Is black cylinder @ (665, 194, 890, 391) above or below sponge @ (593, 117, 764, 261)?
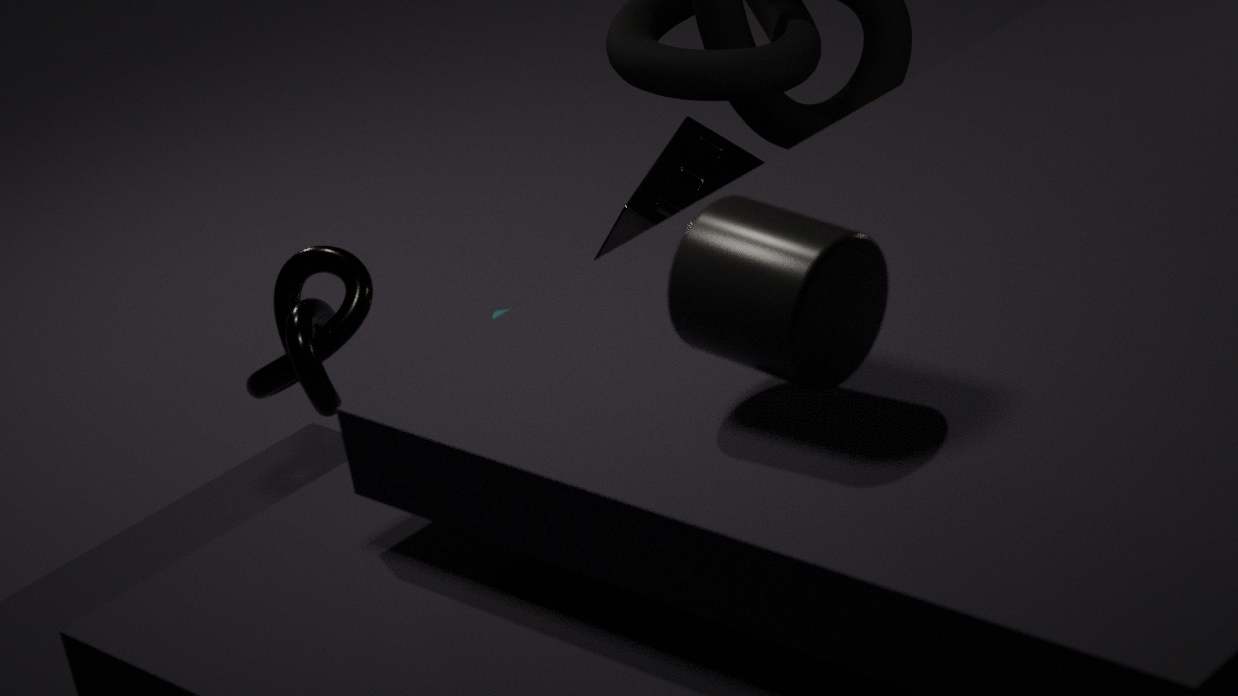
above
